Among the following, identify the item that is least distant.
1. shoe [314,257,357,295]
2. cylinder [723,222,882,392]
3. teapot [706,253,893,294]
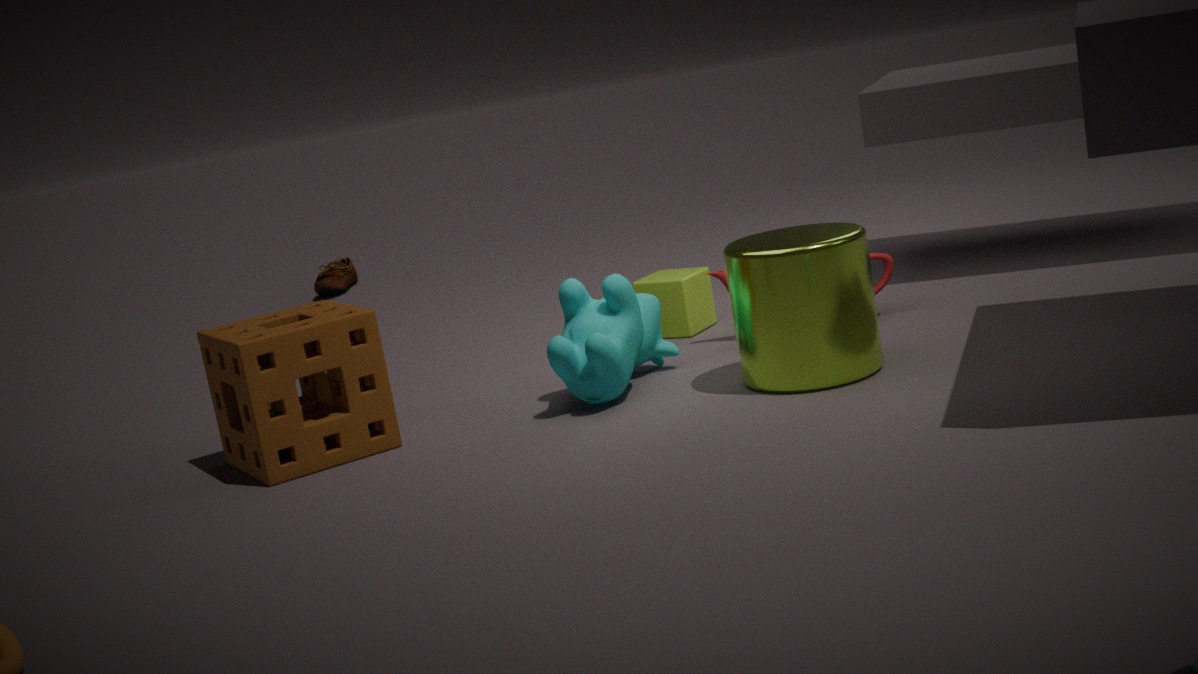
cylinder [723,222,882,392]
